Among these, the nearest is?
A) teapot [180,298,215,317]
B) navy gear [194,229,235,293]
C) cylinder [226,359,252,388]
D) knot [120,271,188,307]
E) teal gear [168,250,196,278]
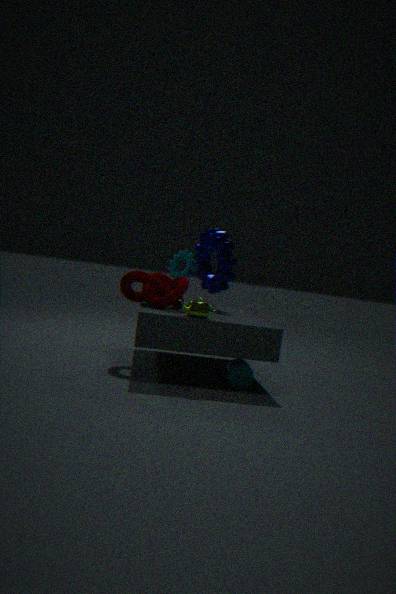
teapot [180,298,215,317]
